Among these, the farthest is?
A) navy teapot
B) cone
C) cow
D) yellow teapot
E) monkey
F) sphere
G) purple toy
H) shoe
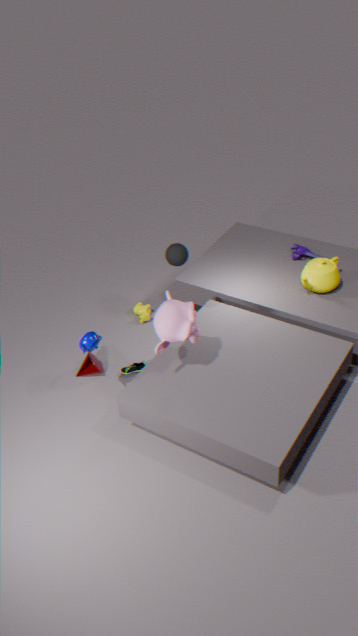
cow
